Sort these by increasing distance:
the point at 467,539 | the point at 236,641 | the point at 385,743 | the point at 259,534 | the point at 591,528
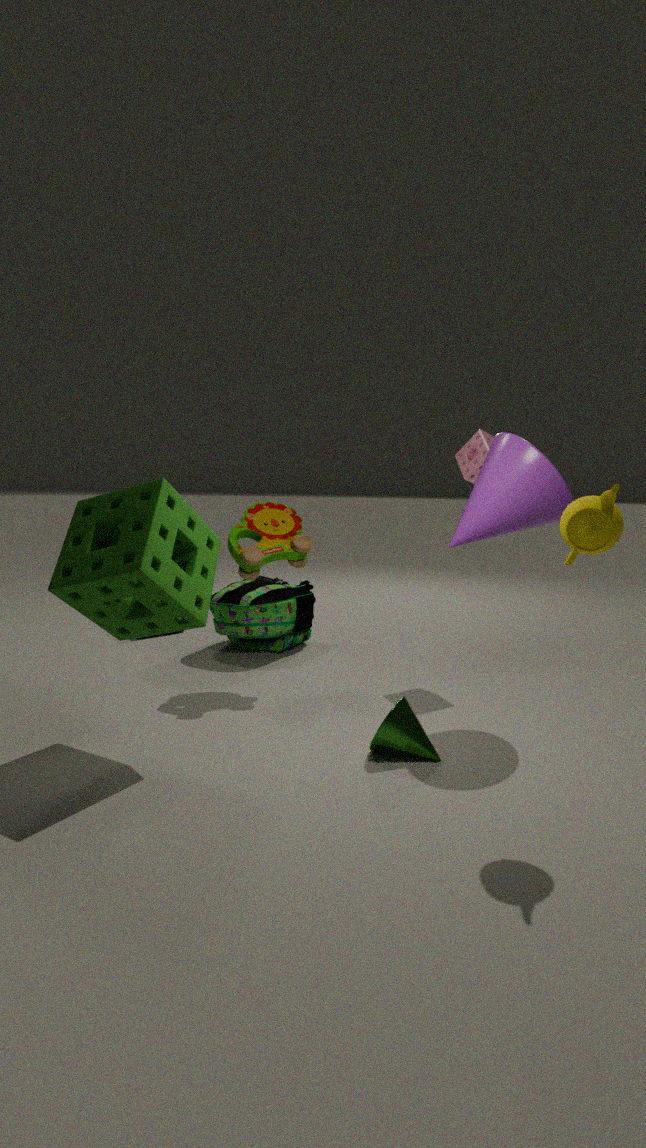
the point at 591,528, the point at 385,743, the point at 467,539, the point at 259,534, the point at 236,641
